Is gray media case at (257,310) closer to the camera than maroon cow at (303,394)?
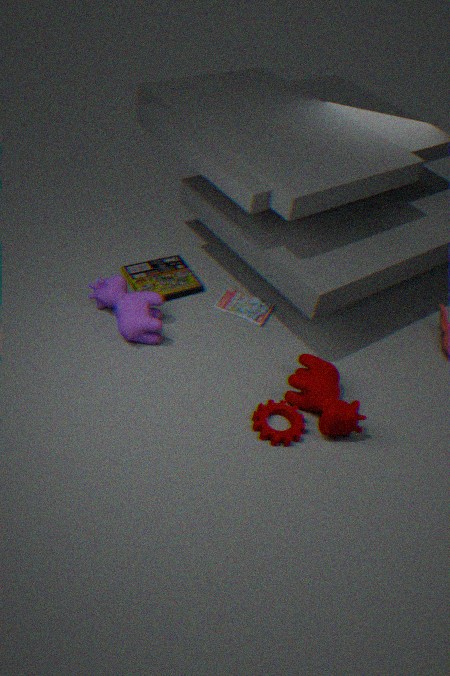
No
